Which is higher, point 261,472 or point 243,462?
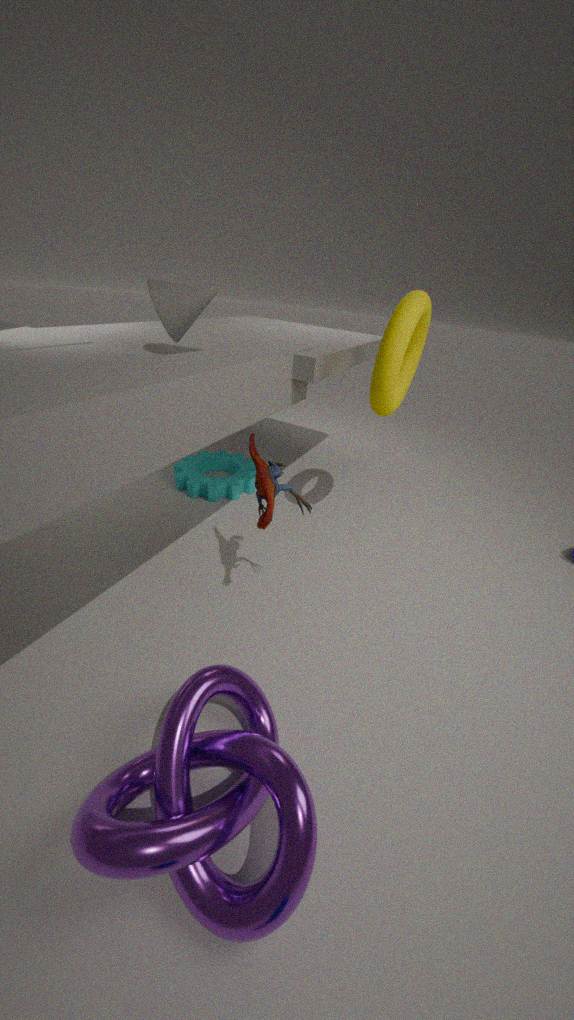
point 261,472
